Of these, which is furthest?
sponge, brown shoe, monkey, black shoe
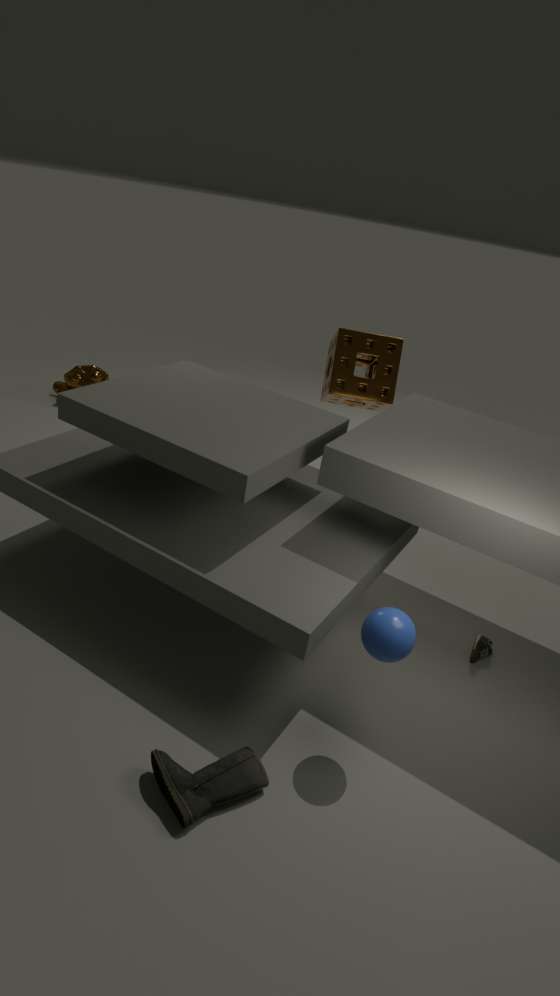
monkey
